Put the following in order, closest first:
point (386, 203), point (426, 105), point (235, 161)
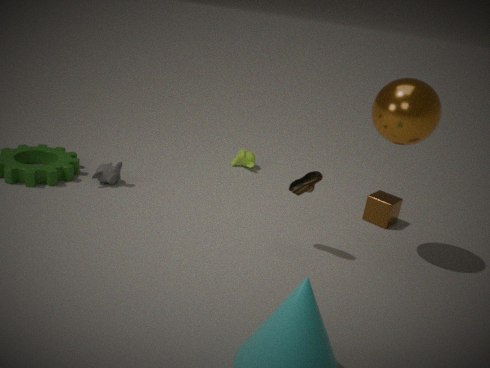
point (426, 105), point (386, 203), point (235, 161)
